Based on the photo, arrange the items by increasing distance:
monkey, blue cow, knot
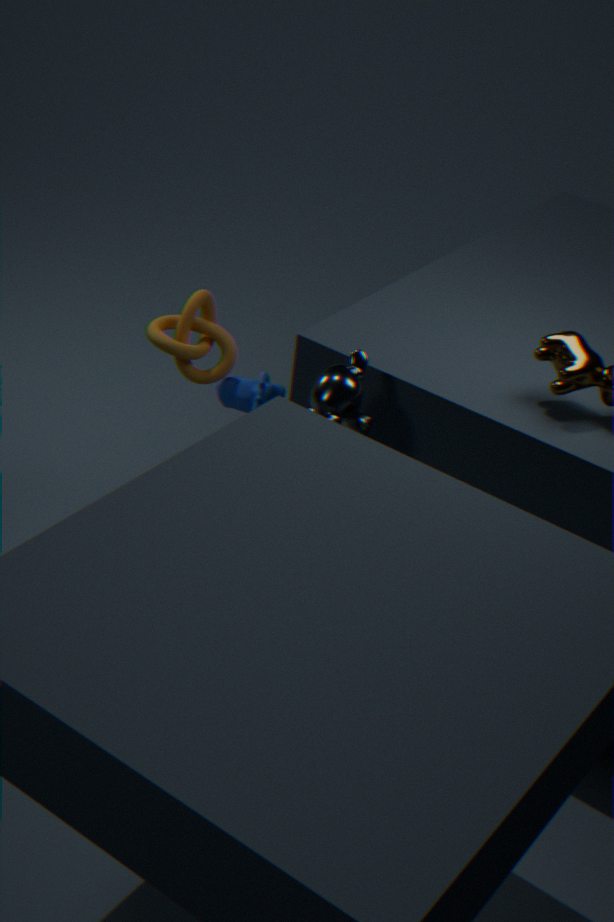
monkey < knot < blue cow
